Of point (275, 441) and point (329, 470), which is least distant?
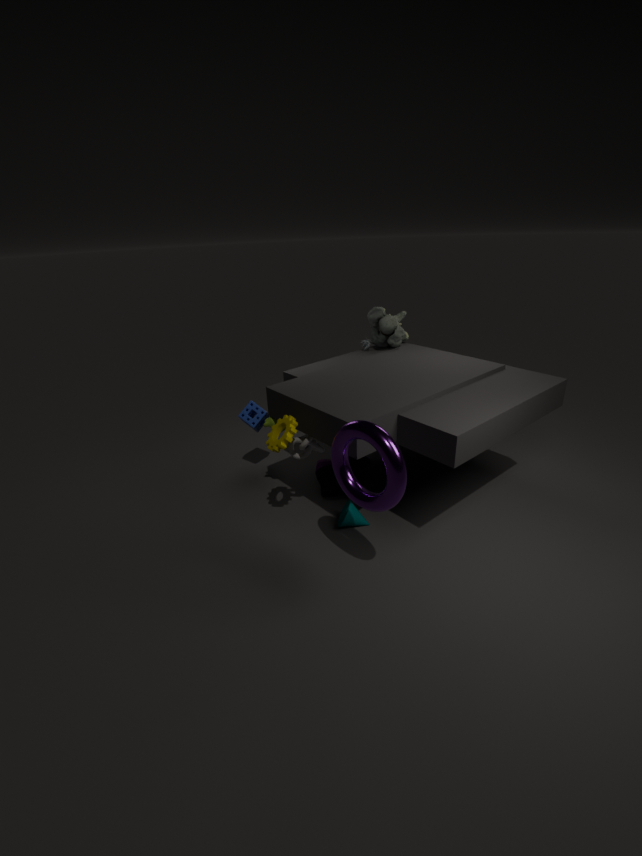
point (275, 441)
